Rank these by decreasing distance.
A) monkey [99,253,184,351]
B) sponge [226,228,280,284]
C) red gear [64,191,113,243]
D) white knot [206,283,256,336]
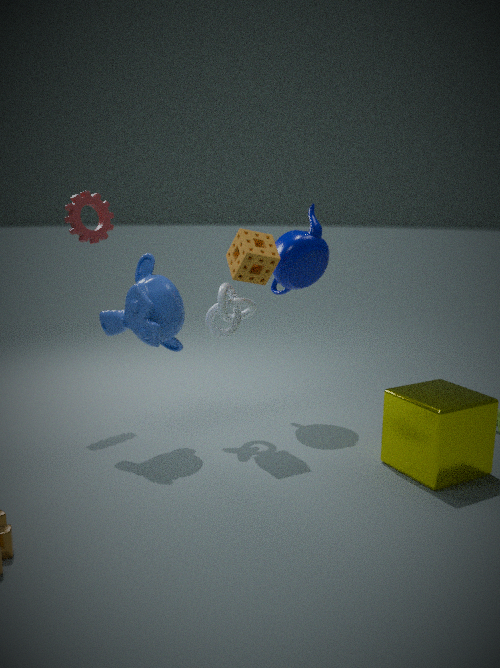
red gear [64,191,113,243]
white knot [206,283,256,336]
sponge [226,228,280,284]
monkey [99,253,184,351]
